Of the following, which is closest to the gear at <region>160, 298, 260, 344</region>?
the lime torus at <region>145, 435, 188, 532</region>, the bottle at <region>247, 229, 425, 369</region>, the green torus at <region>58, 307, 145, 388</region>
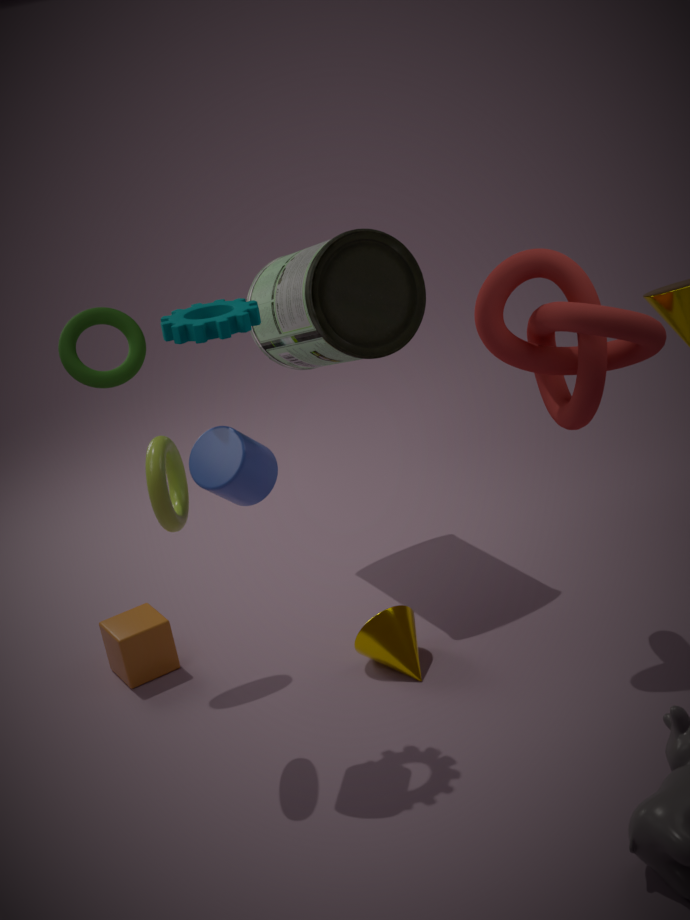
the lime torus at <region>145, 435, 188, 532</region>
